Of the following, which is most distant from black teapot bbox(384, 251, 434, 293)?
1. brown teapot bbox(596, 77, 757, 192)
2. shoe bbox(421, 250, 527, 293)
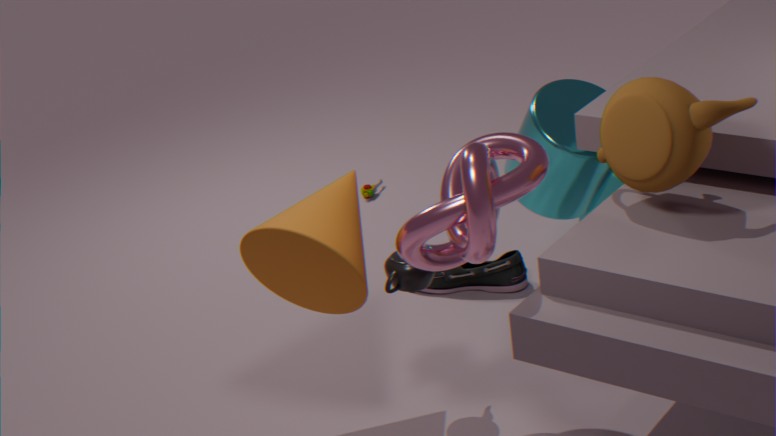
shoe bbox(421, 250, 527, 293)
